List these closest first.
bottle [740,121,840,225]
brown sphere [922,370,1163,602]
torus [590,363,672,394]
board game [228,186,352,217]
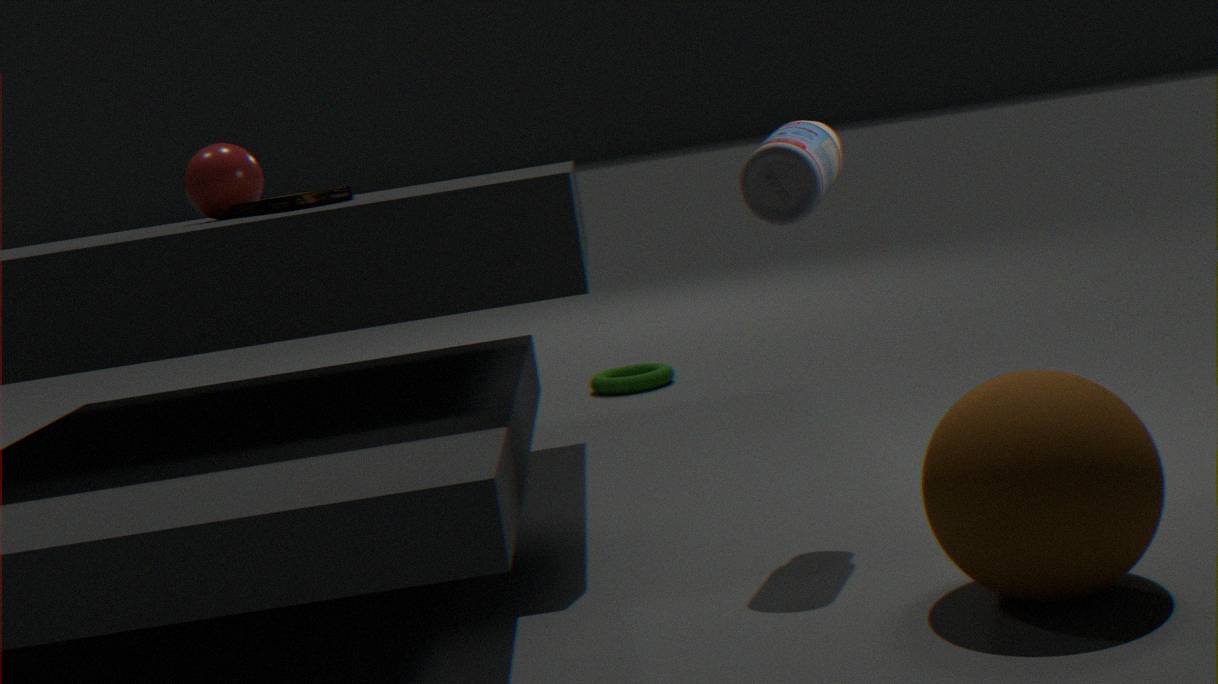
brown sphere [922,370,1163,602]
bottle [740,121,840,225]
board game [228,186,352,217]
torus [590,363,672,394]
